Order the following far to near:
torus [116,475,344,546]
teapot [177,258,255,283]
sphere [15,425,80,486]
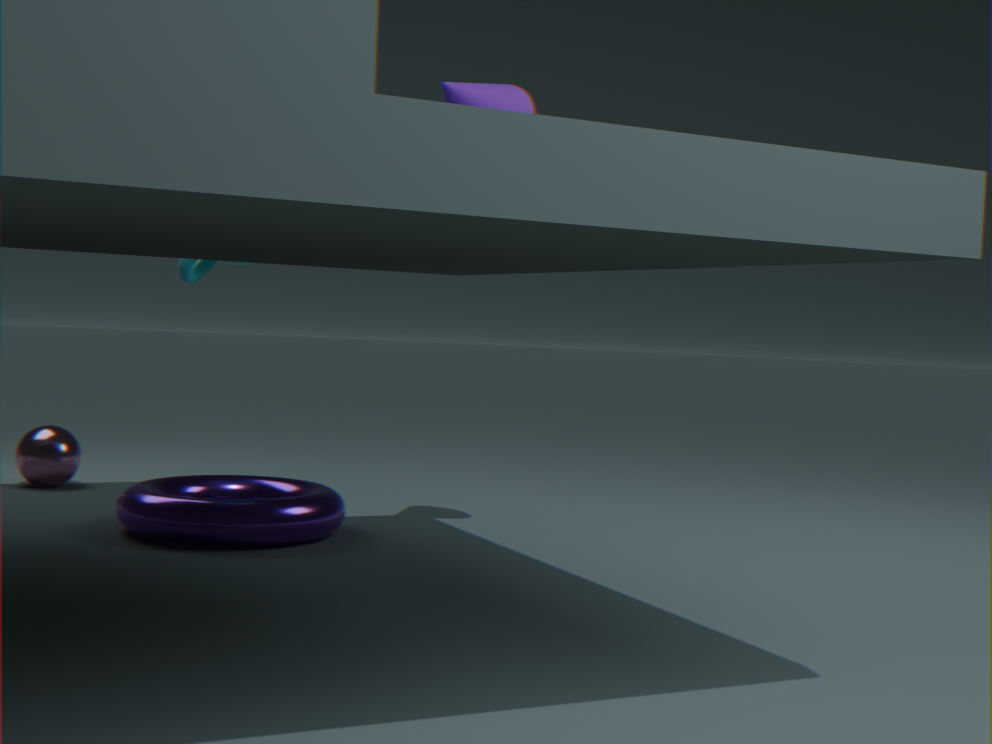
sphere [15,425,80,486], teapot [177,258,255,283], torus [116,475,344,546]
